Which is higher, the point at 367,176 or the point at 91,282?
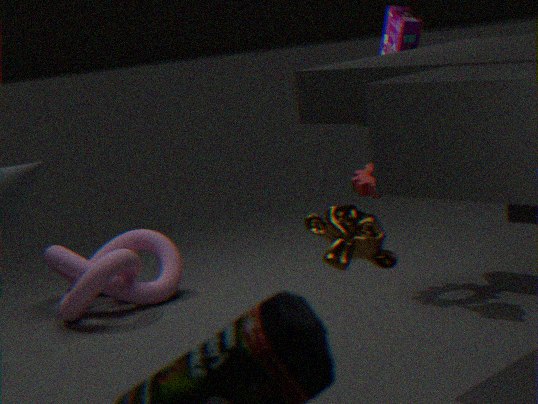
the point at 367,176
